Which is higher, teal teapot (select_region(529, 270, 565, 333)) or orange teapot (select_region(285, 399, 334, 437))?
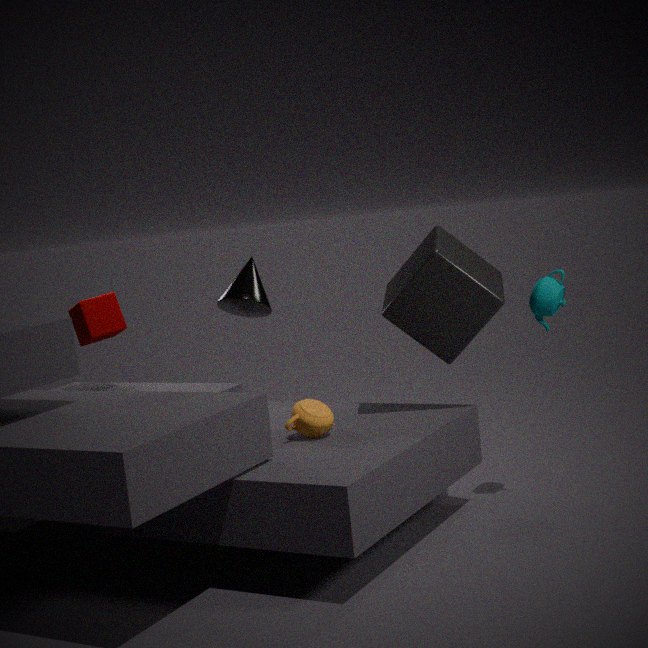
teal teapot (select_region(529, 270, 565, 333))
